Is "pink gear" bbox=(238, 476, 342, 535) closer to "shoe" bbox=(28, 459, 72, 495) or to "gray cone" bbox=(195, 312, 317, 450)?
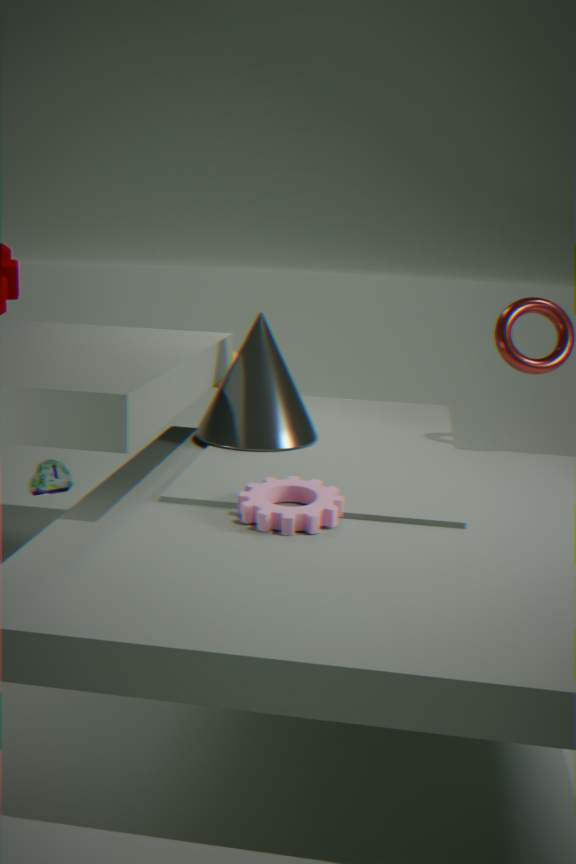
"gray cone" bbox=(195, 312, 317, 450)
